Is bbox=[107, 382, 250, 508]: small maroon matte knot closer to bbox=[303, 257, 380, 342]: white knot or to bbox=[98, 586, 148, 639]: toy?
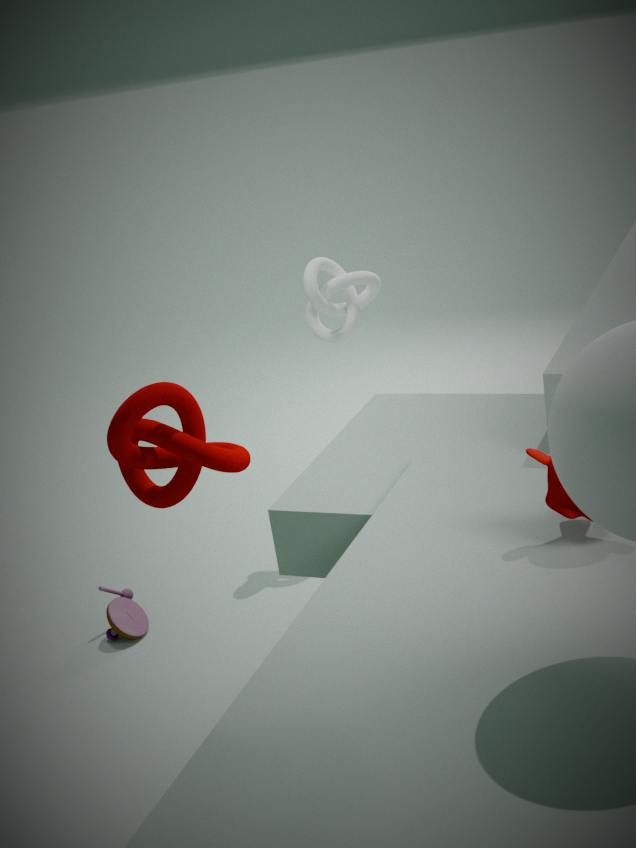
bbox=[98, 586, 148, 639]: toy
